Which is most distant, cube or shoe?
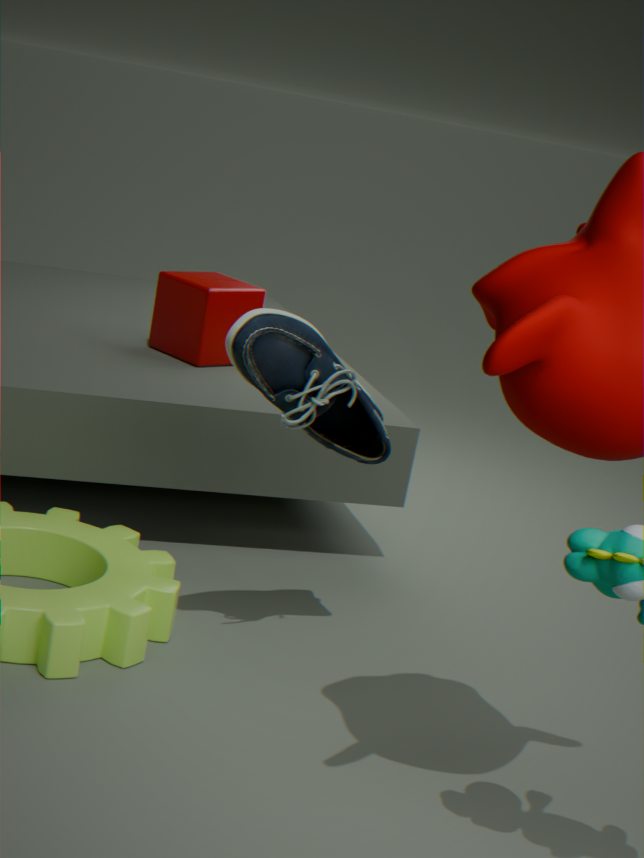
cube
